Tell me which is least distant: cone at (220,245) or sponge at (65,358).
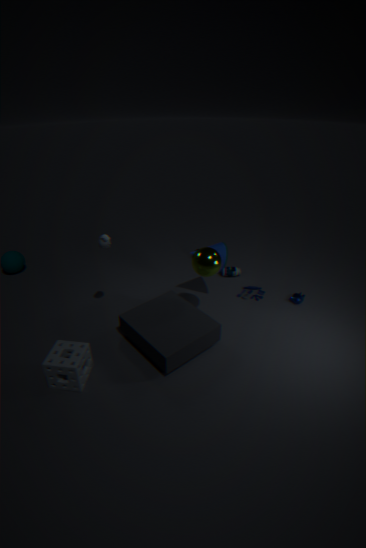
sponge at (65,358)
